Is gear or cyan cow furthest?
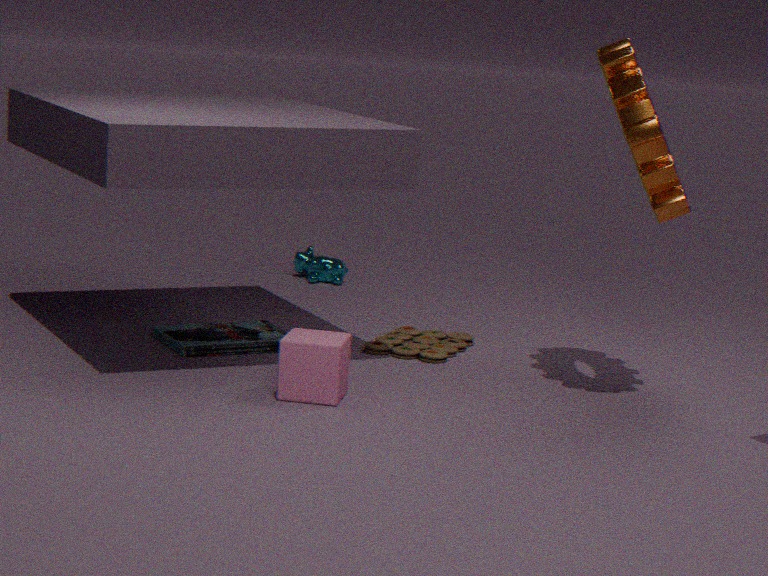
cyan cow
